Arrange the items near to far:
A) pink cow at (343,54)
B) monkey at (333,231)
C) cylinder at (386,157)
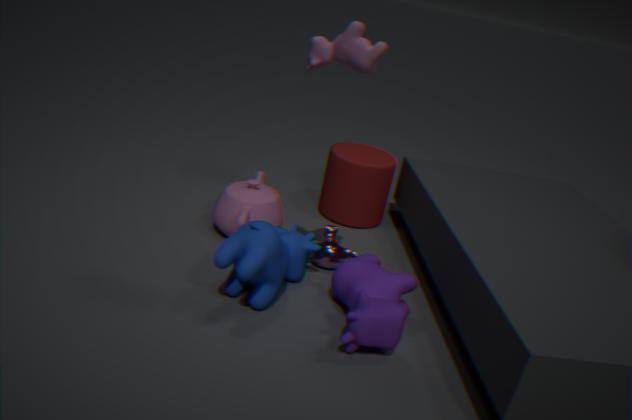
pink cow at (343,54)
monkey at (333,231)
cylinder at (386,157)
